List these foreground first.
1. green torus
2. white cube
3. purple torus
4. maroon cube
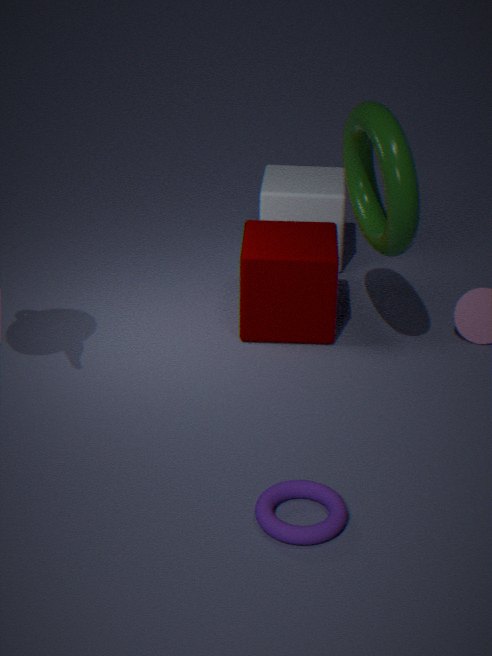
purple torus < green torus < maroon cube < white cube
